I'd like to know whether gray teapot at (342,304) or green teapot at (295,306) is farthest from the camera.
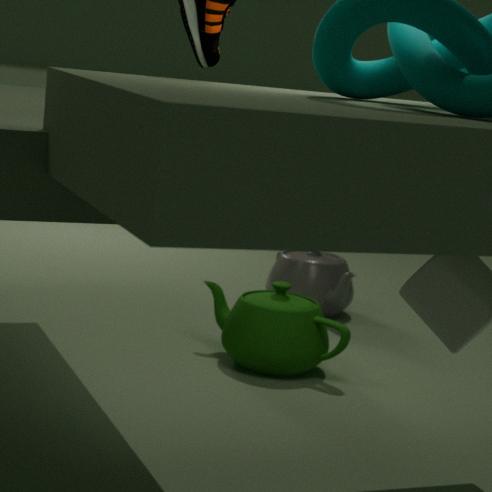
gray teapot at (342,304)
